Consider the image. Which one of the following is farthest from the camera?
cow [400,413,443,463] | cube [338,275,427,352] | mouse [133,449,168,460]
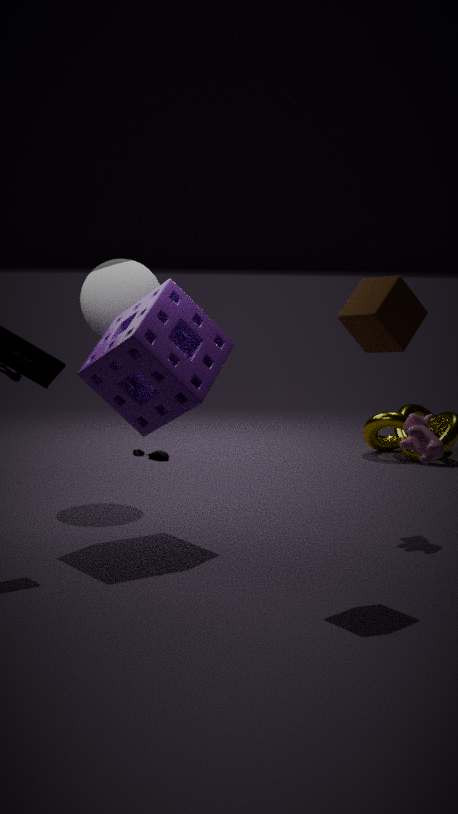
mouse [133,449,168,460]
